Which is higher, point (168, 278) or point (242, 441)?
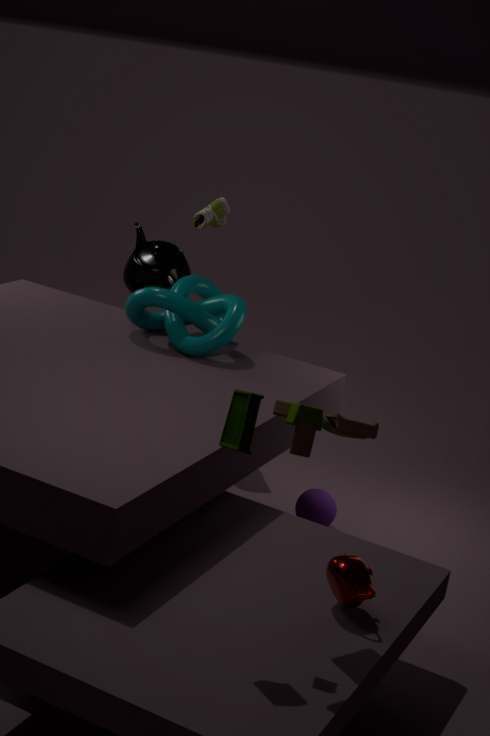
point (242, 441)
